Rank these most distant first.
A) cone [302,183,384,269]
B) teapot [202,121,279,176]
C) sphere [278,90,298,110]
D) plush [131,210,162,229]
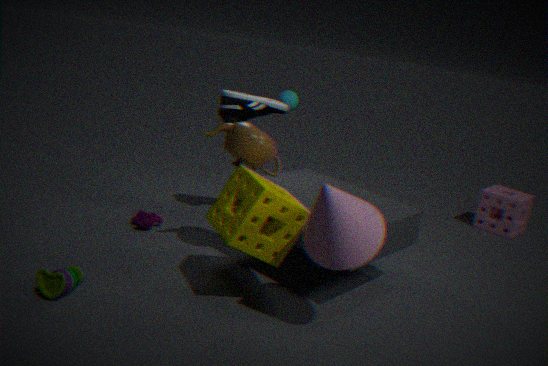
sphere [278,90,298,110] < plush [131,210,162,229] < teapot [202,121,279,176] < cone [302,183,384,269]
